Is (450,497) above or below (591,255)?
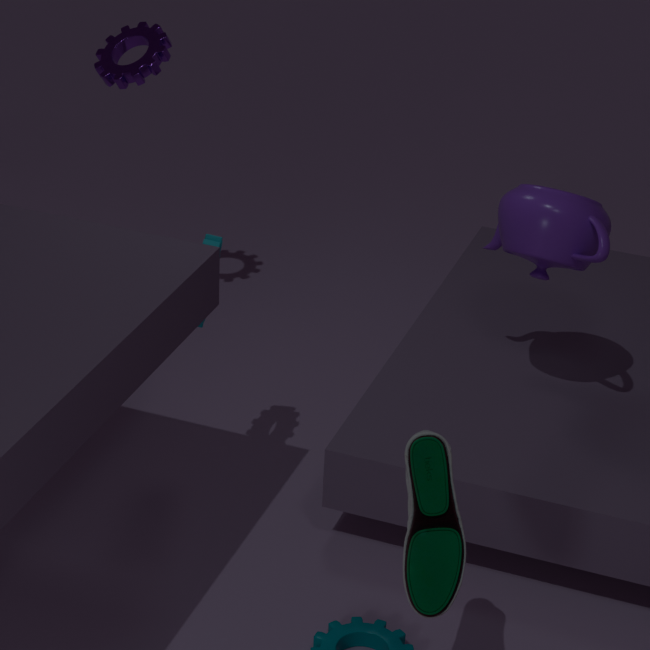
below
